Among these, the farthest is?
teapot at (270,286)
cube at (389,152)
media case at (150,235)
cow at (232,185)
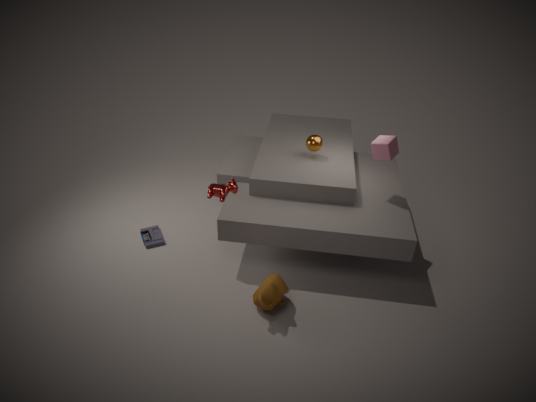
media case at (150,235)
